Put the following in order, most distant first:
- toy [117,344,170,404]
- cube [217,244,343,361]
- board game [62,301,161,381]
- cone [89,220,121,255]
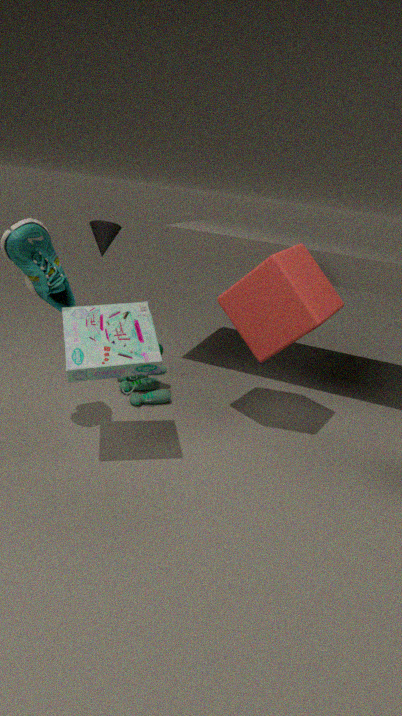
cone [89,220,121,255]
toy [117,344,170,404]
cube [217,244,343,361]
board game [62,301,161,381]
